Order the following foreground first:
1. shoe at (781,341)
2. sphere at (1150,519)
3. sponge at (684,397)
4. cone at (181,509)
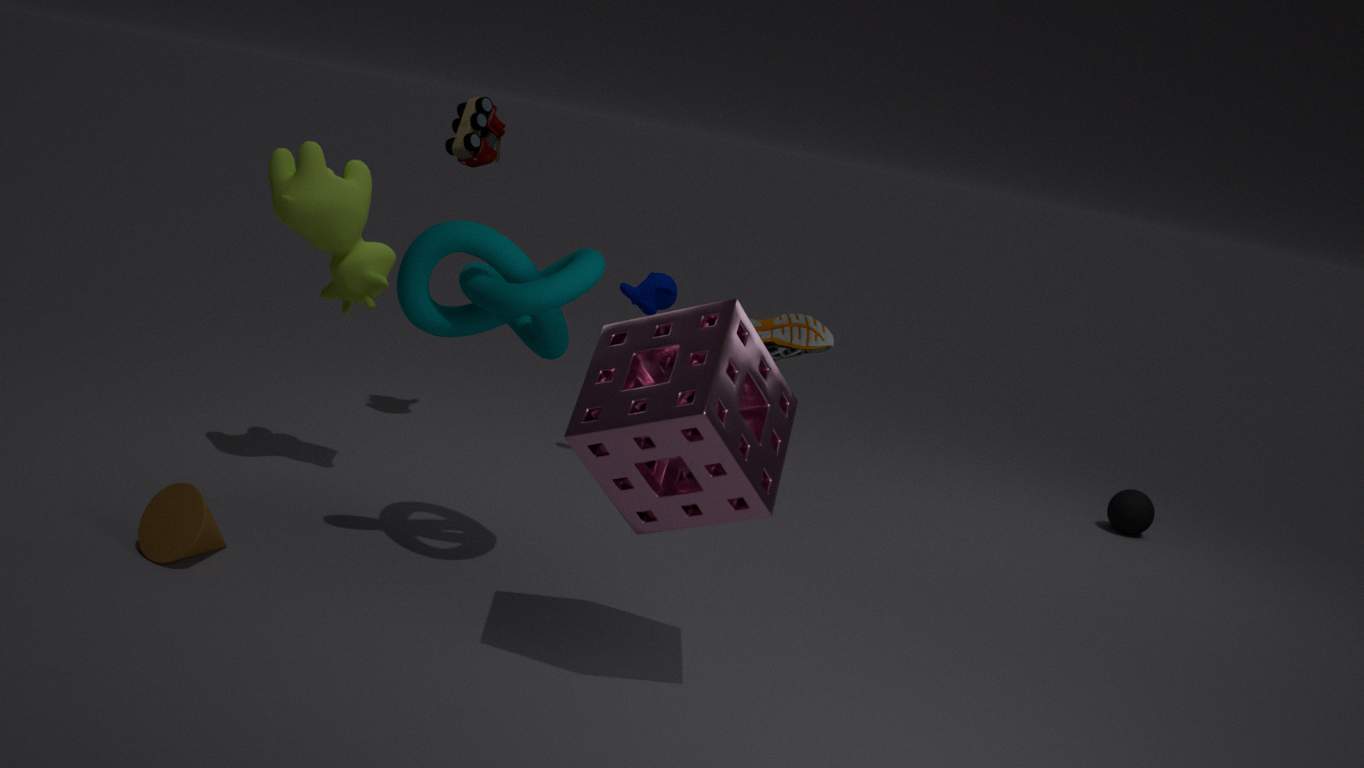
sponge at (684,397) < cone at (181,509) < shoe at (781,341) < sphere at (1150,519)
